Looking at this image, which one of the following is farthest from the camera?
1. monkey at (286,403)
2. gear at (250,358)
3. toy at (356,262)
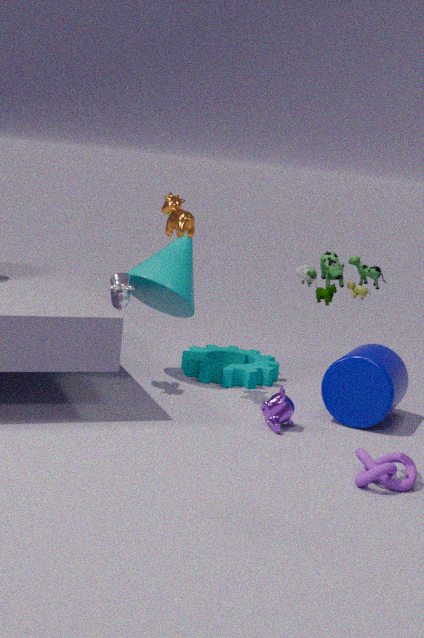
gear at (250,358)
